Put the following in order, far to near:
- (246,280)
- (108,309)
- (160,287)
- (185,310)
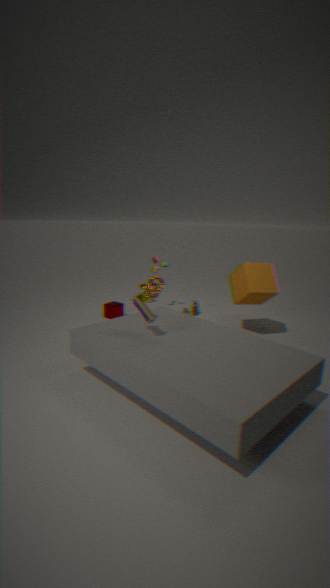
(185,310), (108,309), (160,287), (246,280)
